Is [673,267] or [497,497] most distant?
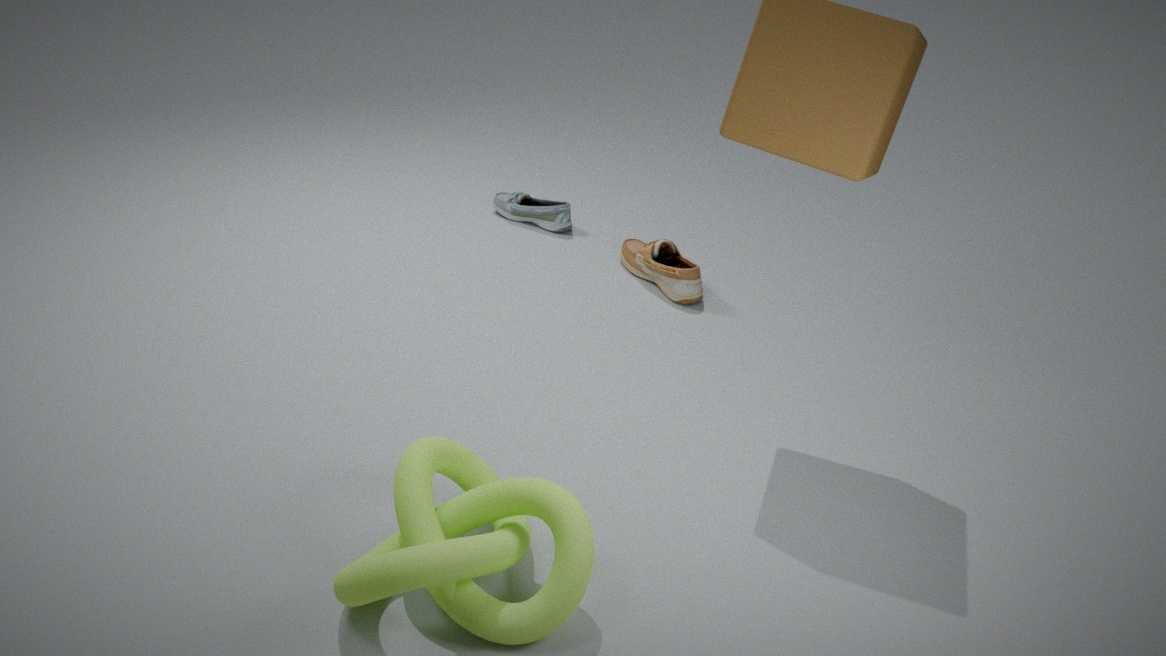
[673,267]
